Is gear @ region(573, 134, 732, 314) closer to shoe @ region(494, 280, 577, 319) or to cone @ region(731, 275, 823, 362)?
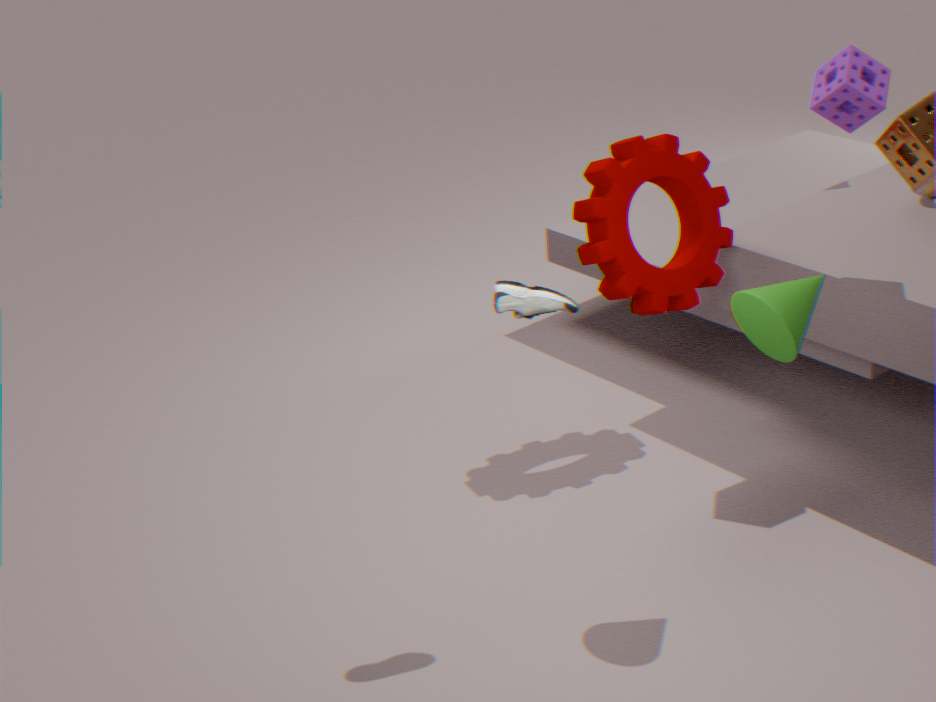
cone @ region(731, 275, 823, 362)
